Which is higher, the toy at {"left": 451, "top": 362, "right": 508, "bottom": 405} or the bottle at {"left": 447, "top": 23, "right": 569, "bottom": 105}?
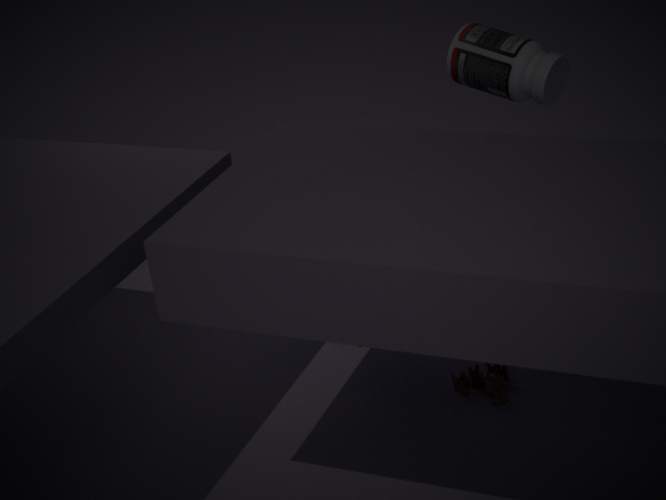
the bottle at {"left": 447, "top": 23, "right": 569, "bottom": 105}
